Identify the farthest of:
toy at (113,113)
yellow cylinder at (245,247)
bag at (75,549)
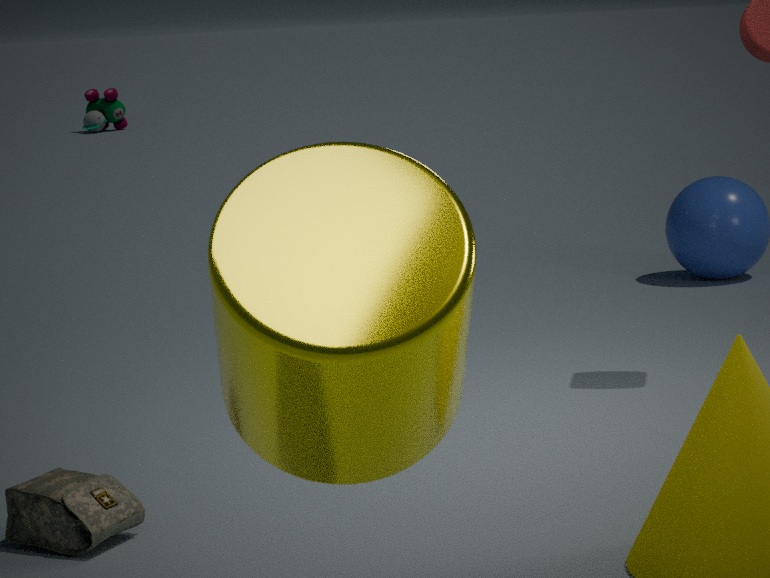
toy at (113,113)
